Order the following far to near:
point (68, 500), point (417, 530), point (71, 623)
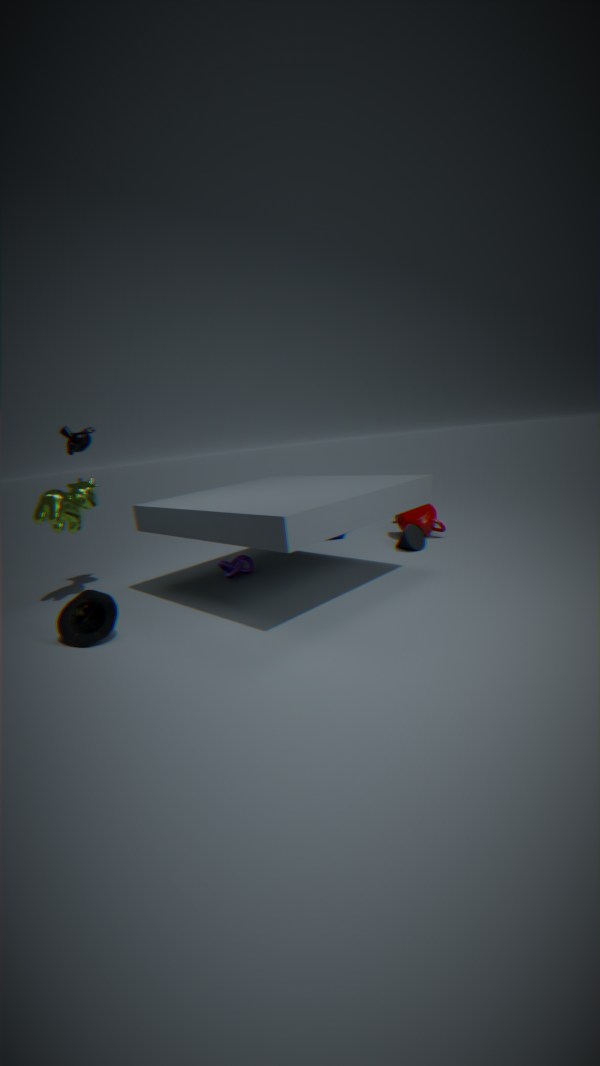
point (417, 530) → point (68, 500) → point (71, 623)
